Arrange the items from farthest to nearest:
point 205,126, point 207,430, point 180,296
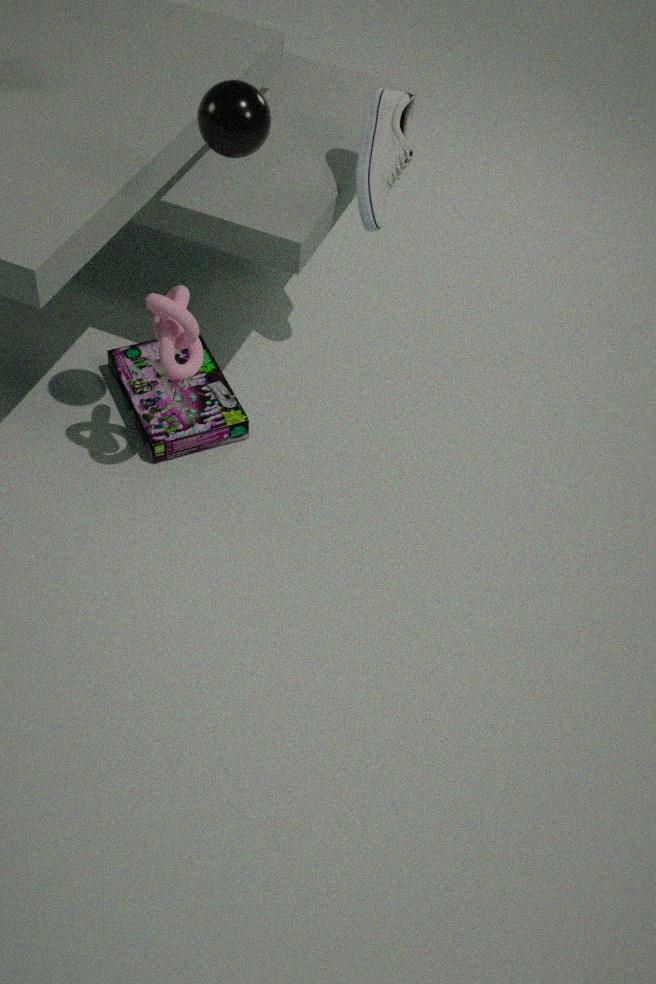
point 207,430 → point 180,296 → point 205,126
